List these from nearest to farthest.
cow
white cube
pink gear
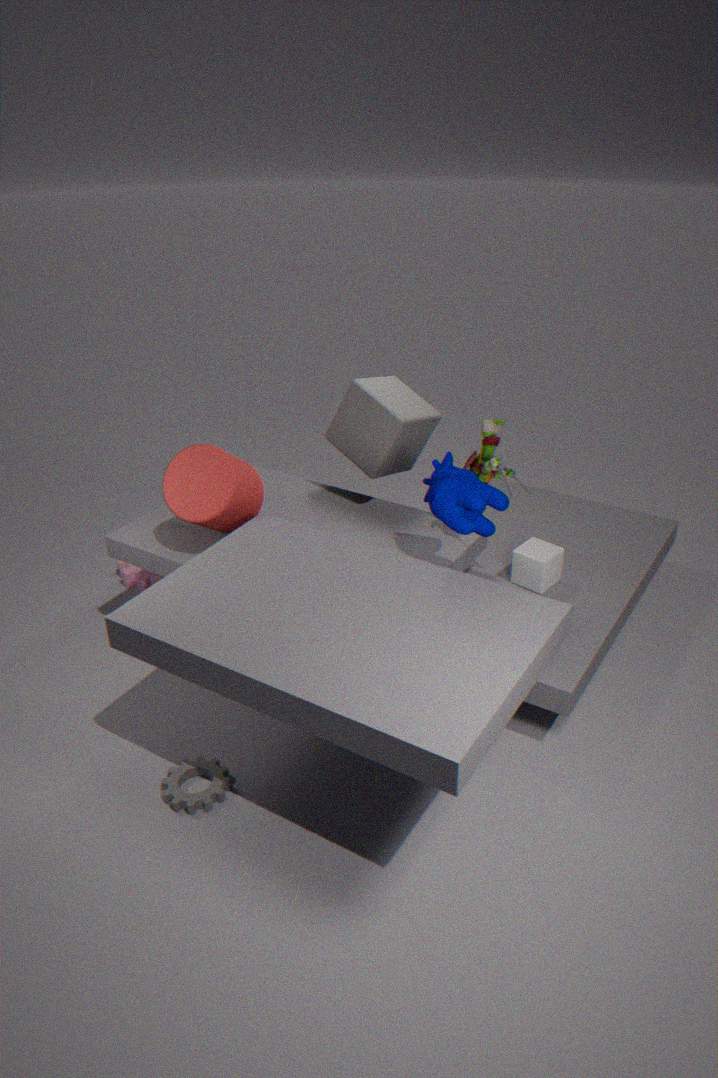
cow, white cube, pink gear
